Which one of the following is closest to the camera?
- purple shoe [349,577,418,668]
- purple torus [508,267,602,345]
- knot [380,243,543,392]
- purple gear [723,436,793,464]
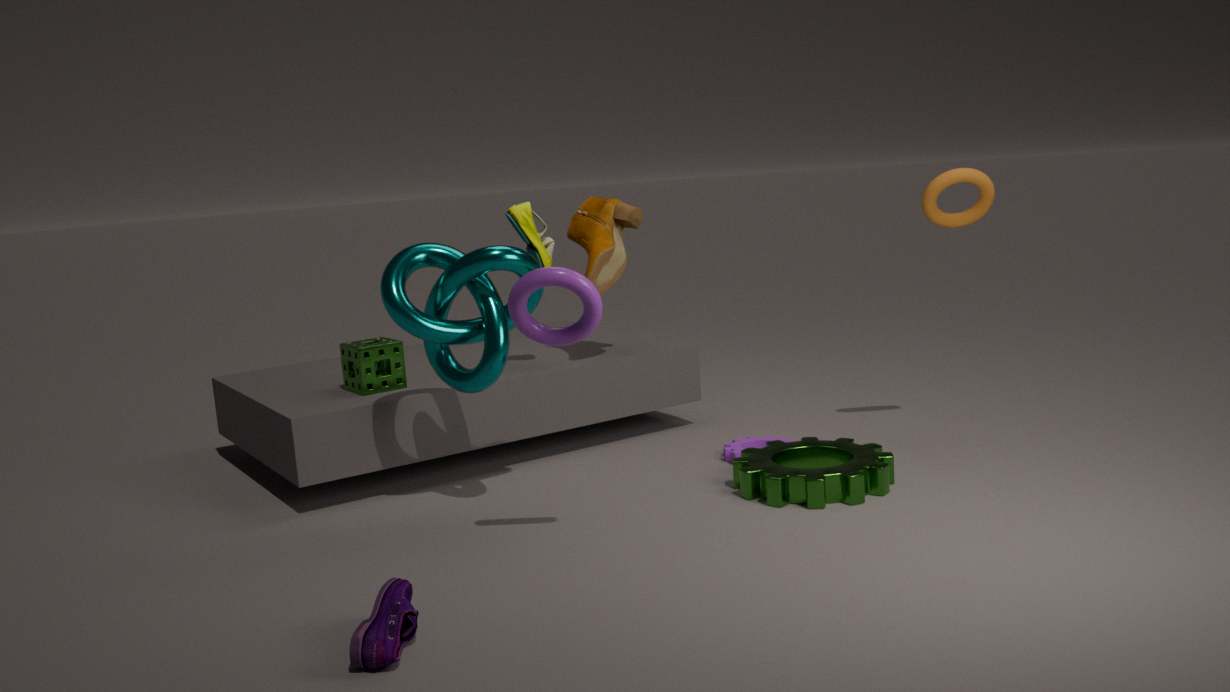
purple shoe [349,577,418,668]
